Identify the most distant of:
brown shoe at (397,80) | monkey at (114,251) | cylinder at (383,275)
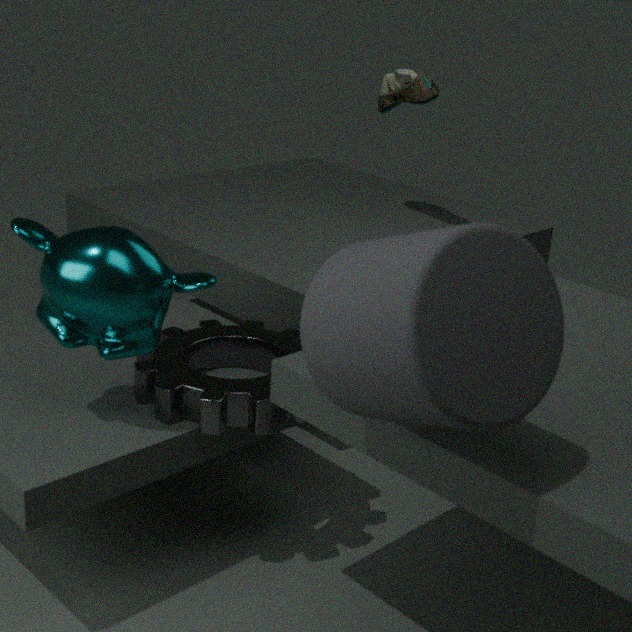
brown shoe at (397,80)
